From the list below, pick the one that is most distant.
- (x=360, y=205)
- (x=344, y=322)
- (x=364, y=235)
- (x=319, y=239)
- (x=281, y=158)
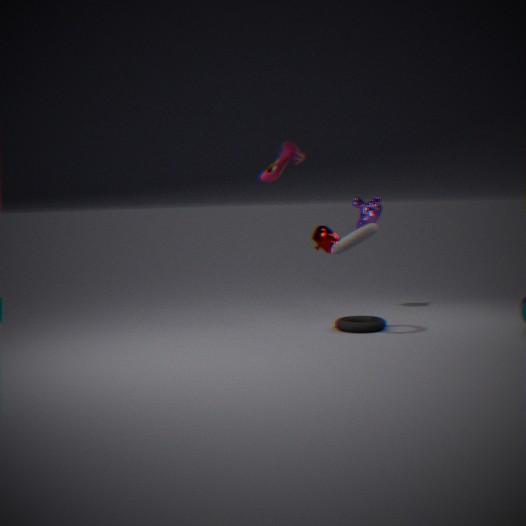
(x=360, y=205)
